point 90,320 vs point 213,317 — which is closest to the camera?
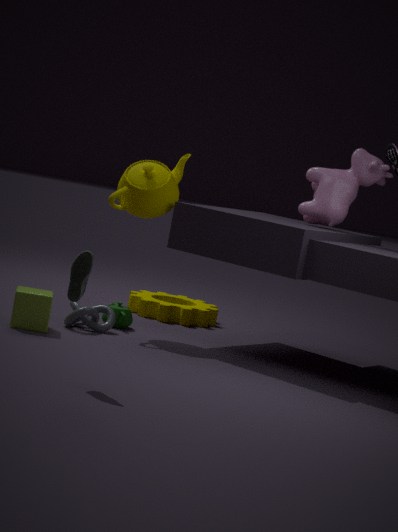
point 90,320
